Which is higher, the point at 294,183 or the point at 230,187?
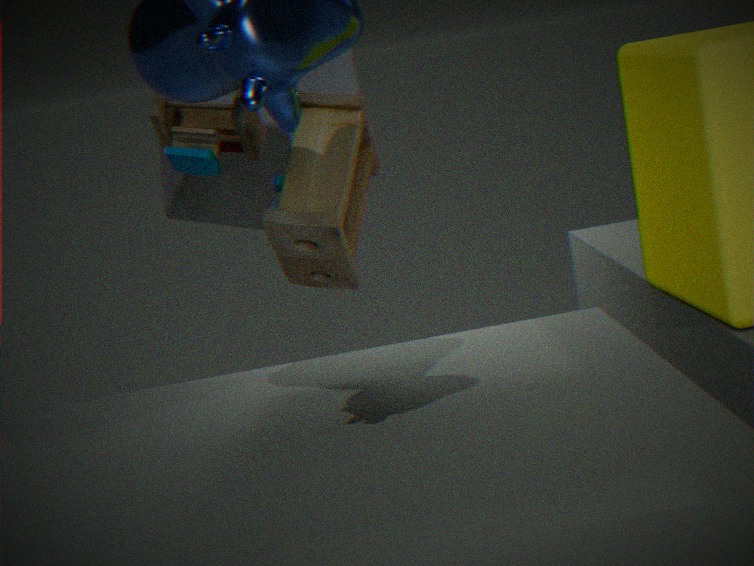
the point at 230,187
